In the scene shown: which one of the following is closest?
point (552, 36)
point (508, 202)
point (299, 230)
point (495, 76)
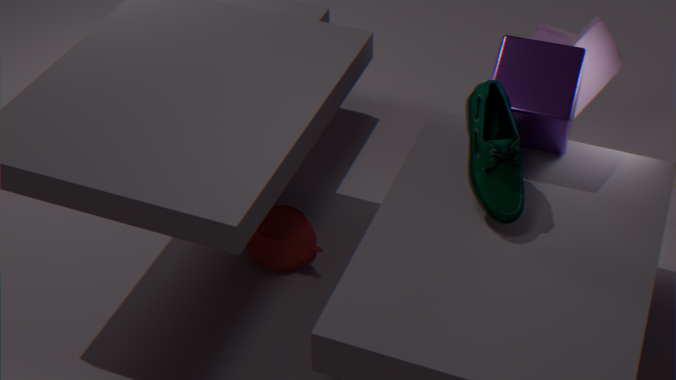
point (508, 202)
